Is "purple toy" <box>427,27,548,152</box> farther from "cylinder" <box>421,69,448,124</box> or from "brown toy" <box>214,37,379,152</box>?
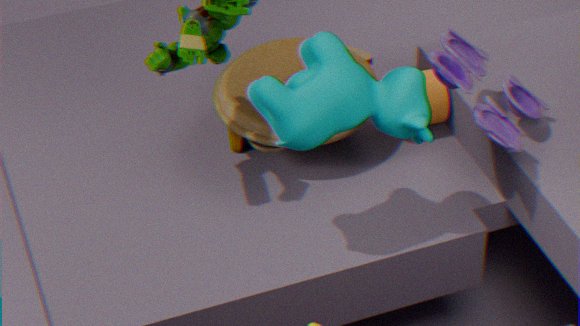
"brown toy" <box>214,37,379,152</box>
